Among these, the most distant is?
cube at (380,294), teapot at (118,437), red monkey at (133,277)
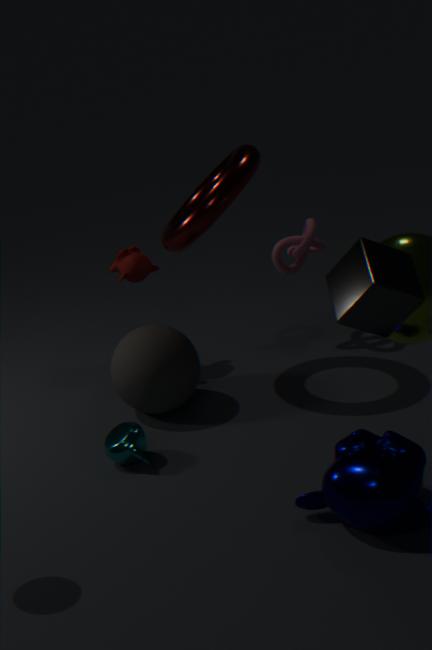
red monkey at (133,277)
